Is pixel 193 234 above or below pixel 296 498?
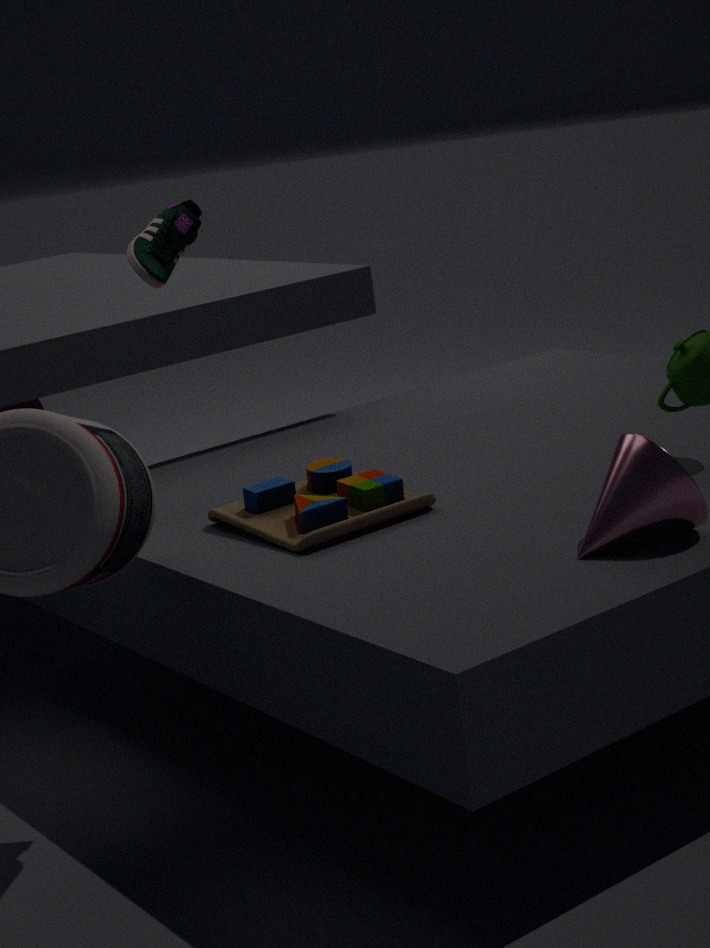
above
